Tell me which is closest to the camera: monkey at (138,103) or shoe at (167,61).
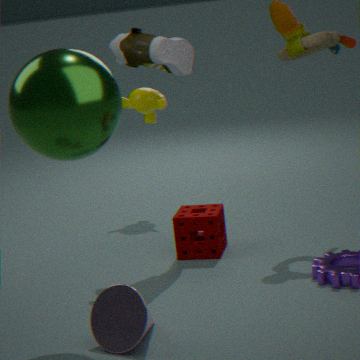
shoe at (167,61)
